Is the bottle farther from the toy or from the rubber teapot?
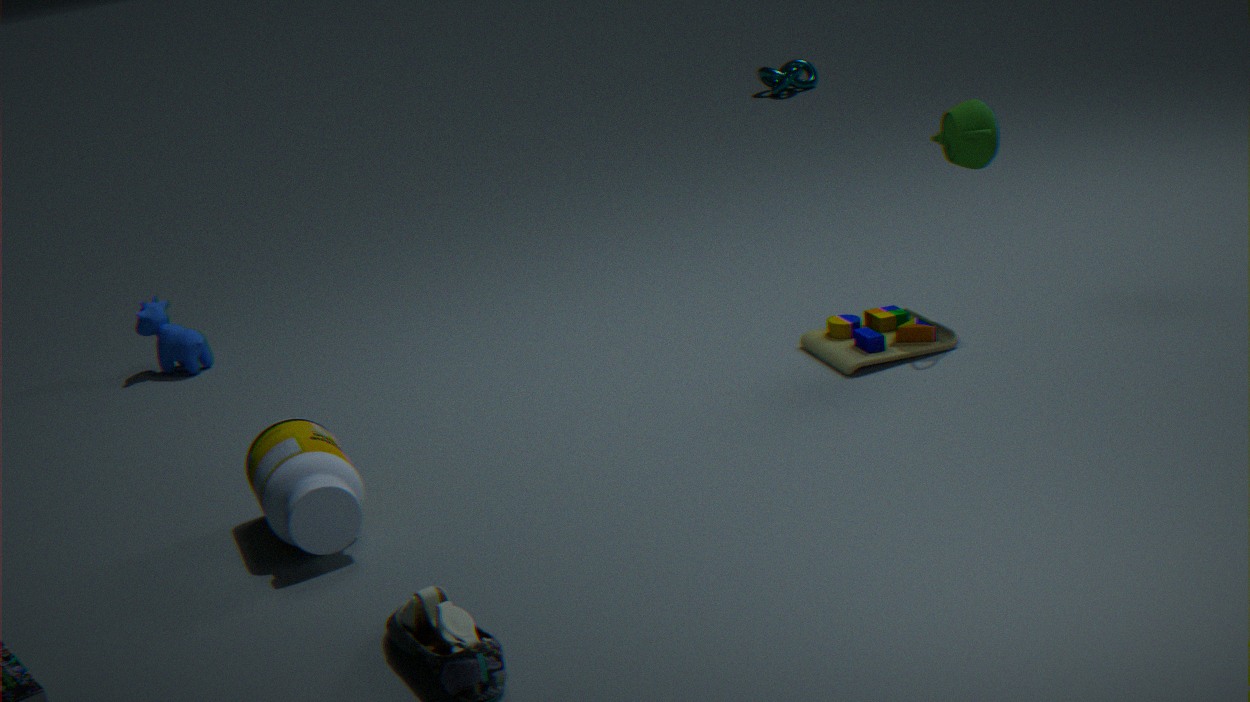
the rubber teapot
